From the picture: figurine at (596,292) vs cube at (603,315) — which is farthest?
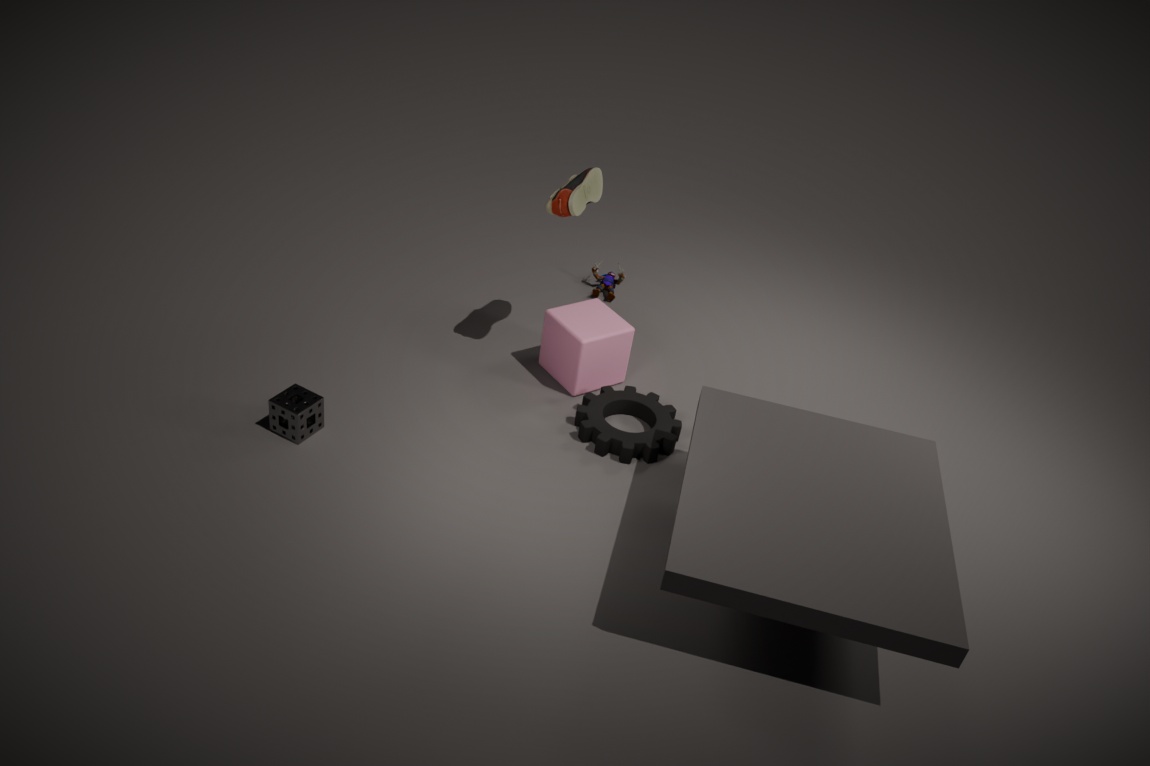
figurine at (596,292)
